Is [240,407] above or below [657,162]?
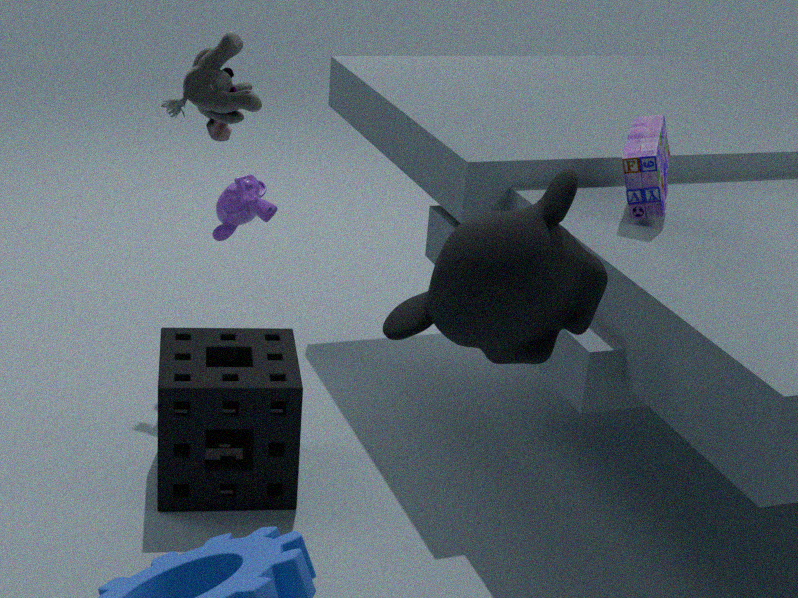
below
